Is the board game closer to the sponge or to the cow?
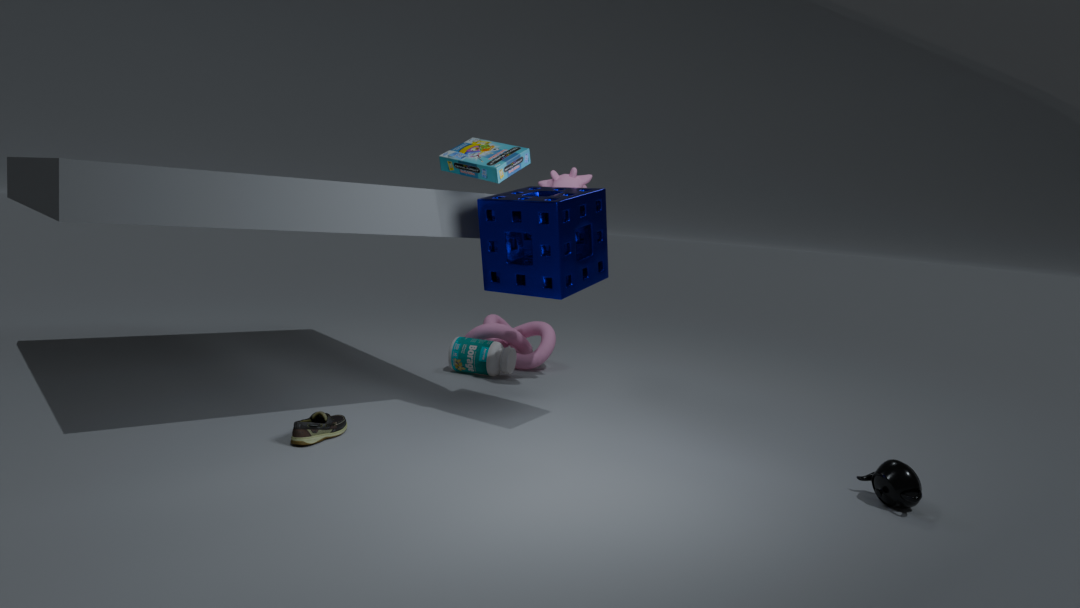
the sponge
